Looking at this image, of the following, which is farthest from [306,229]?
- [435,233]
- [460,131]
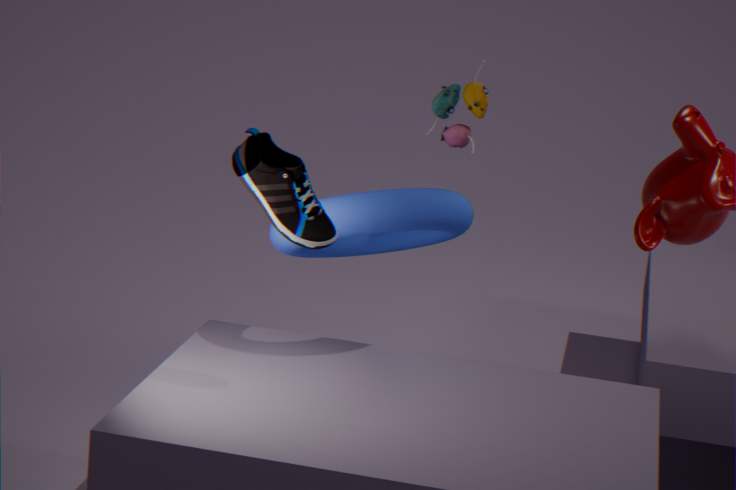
[460,131]
